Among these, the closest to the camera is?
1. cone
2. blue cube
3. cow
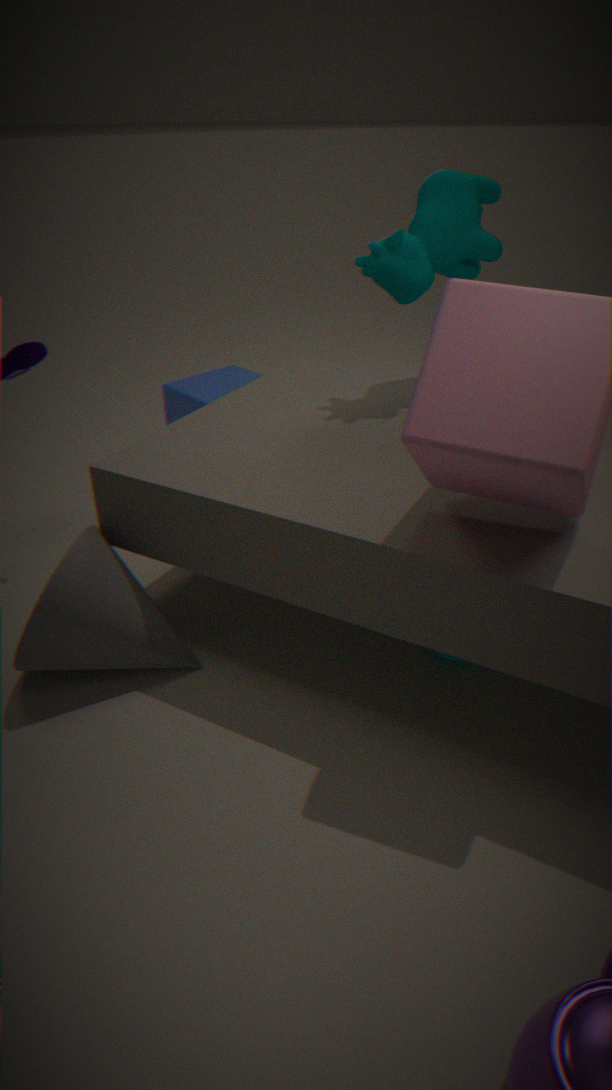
cone
